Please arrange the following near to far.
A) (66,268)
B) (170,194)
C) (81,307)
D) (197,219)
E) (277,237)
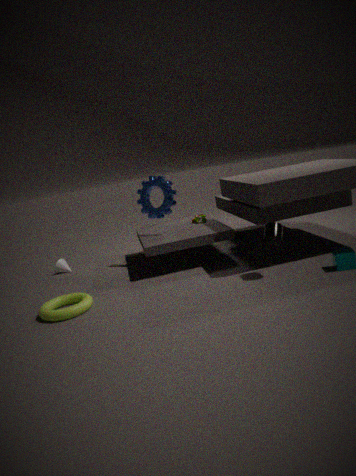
(277,237) < (81,307) < (170,194) < (197,219) < (66,268)
